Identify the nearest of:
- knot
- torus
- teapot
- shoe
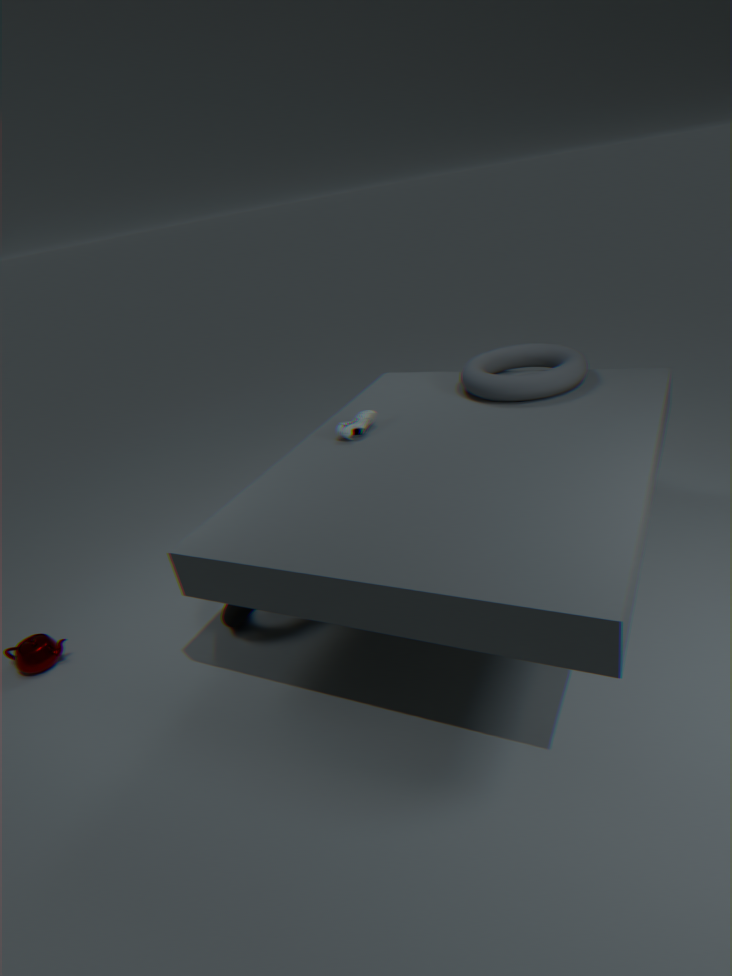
knot
